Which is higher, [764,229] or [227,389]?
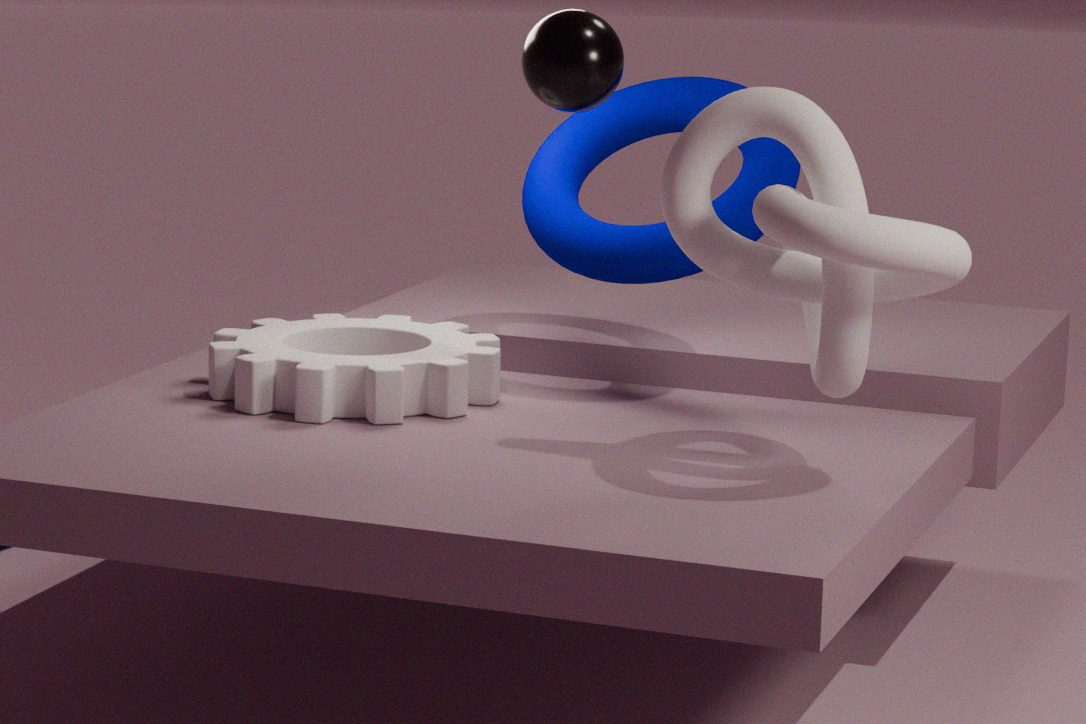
[764,229]
